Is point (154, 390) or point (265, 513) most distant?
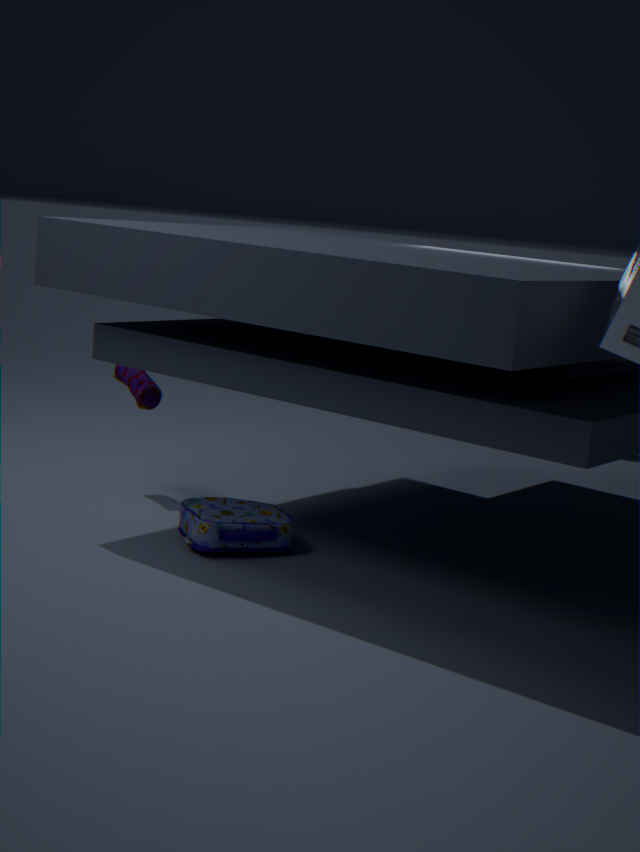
point (154, 390)
